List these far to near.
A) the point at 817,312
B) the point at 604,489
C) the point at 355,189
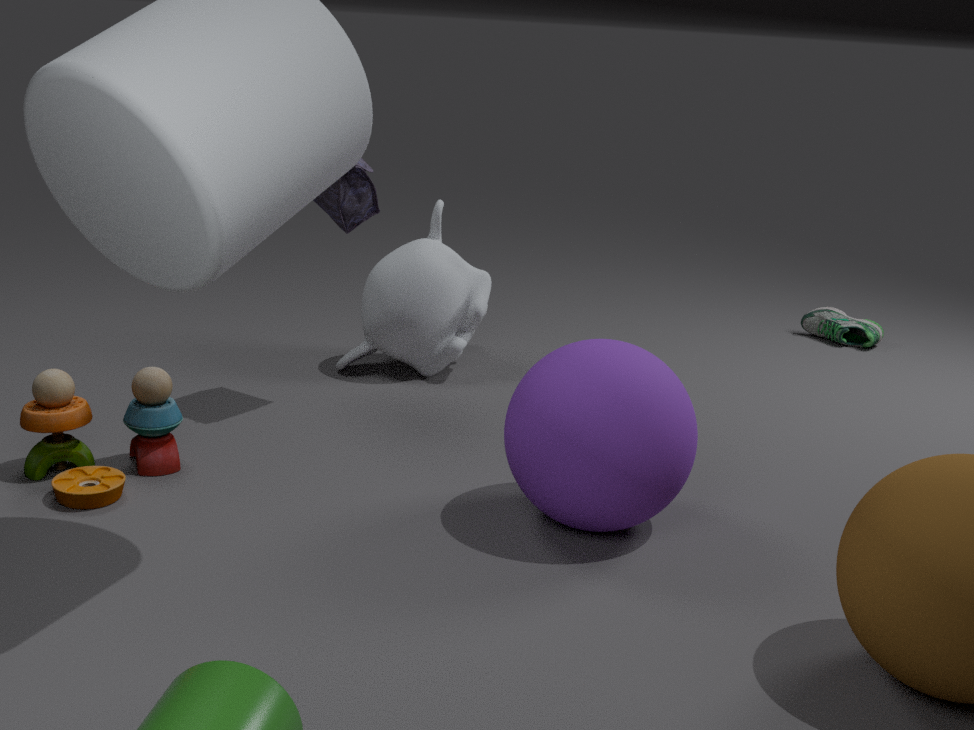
the point at 817,312, the point at 355,189, the point at 604,489
